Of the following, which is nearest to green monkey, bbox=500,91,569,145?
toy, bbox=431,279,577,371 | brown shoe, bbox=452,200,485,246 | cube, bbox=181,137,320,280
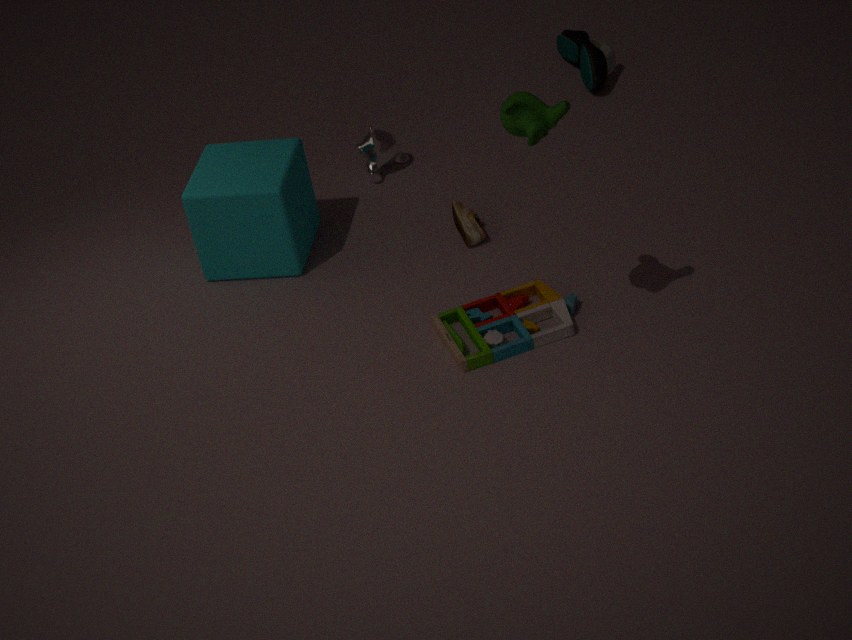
toy, bbox=431,279,577,371
